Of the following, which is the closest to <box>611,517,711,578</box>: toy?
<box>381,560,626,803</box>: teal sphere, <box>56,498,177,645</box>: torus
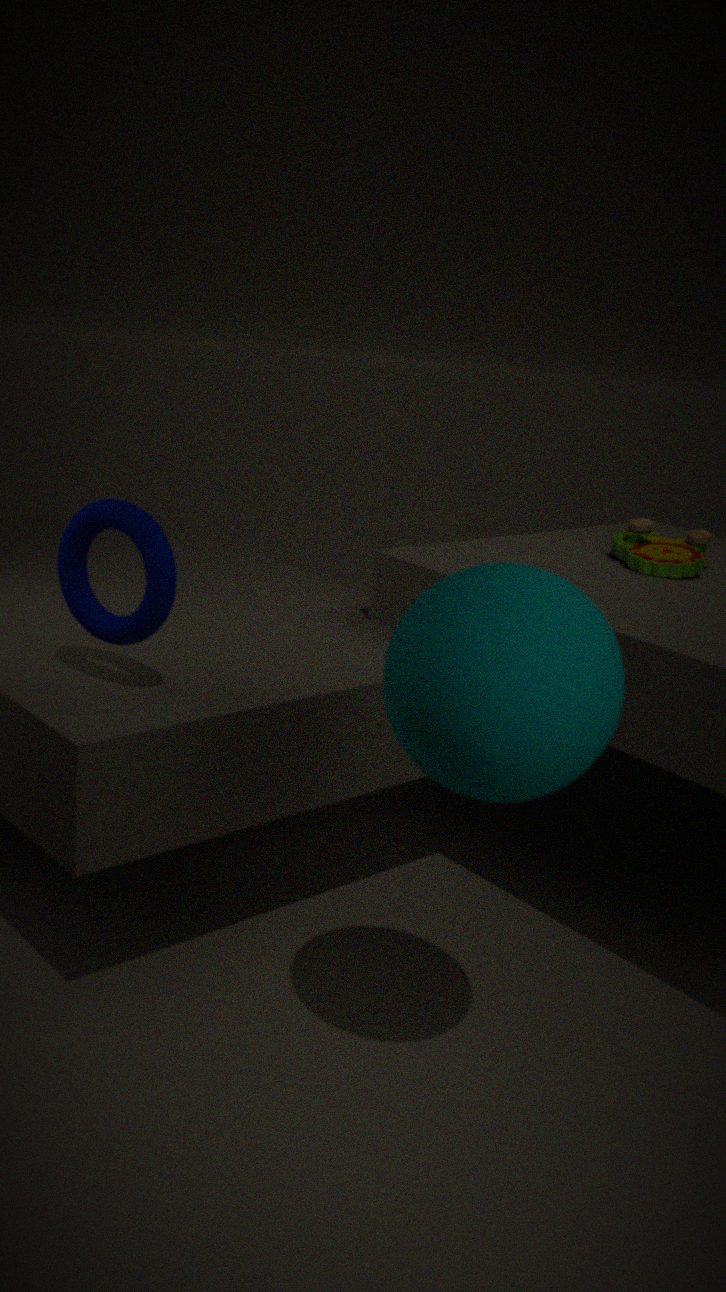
<box>381,560,626,803</box>: teal sphere
